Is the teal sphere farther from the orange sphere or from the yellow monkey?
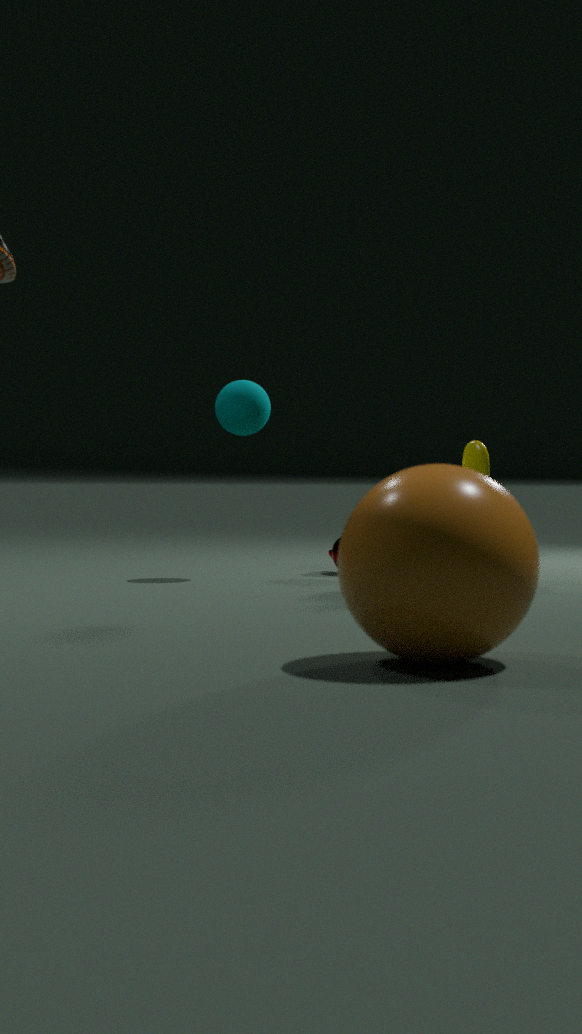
the orange sphere
